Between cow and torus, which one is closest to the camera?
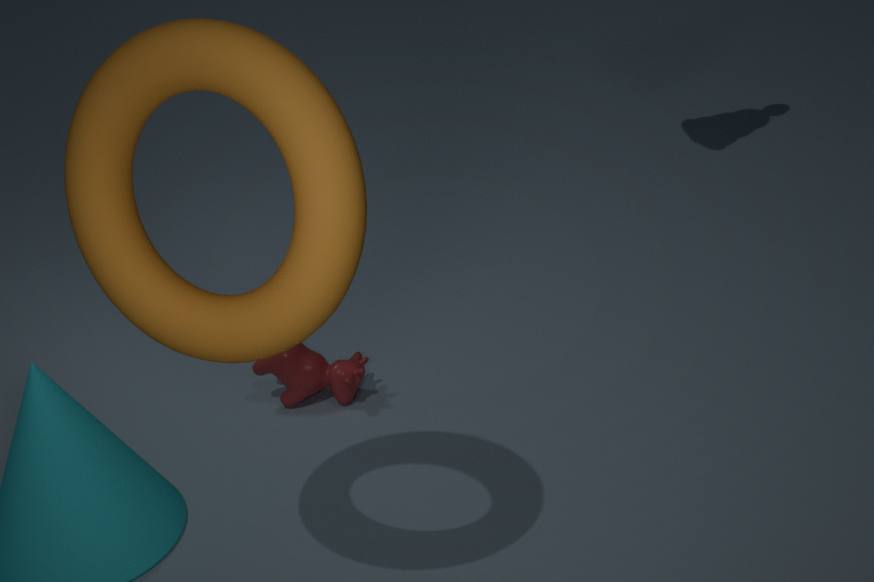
torus
